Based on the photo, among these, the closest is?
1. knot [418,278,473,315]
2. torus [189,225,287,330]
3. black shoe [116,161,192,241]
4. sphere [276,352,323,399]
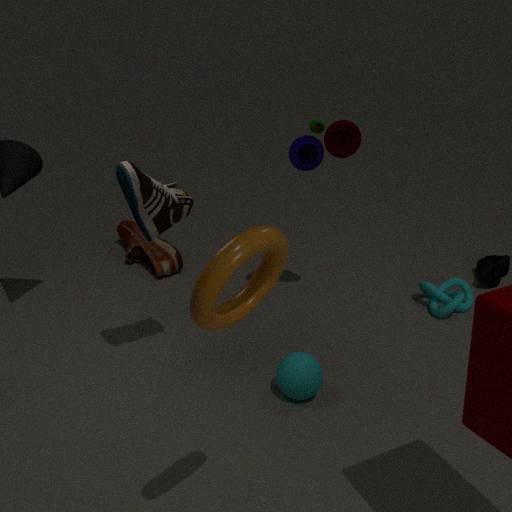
torus [189,225,287,330]
